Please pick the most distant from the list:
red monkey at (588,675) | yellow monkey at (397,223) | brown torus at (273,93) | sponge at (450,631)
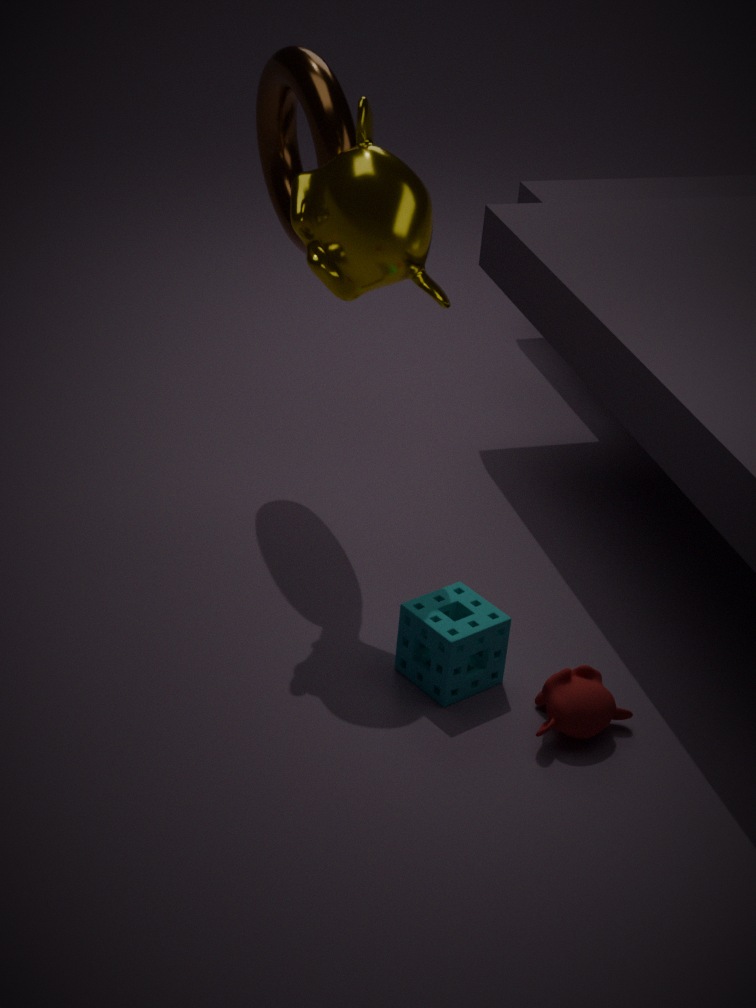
brown torus at (273,93)
